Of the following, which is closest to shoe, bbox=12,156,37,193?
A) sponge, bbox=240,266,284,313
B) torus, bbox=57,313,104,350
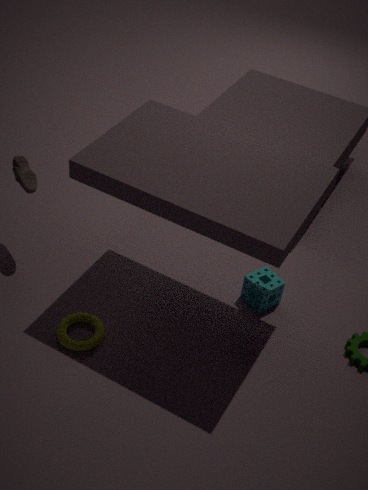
torus, bbox=57,313,104,350
